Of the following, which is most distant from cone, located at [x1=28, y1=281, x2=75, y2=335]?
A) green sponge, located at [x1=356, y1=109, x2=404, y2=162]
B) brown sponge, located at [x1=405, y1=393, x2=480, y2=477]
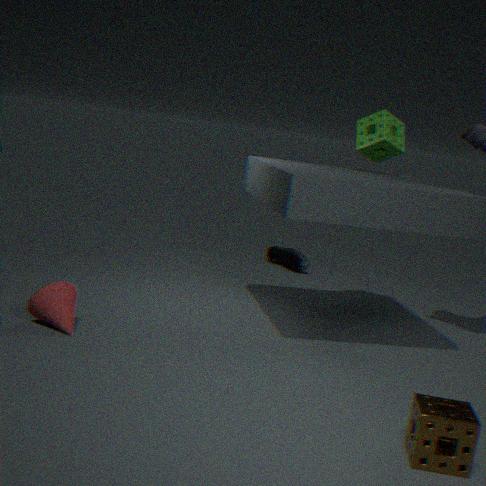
green sponge, located at [x1=356, y1=109, x2=404, y2=162]
